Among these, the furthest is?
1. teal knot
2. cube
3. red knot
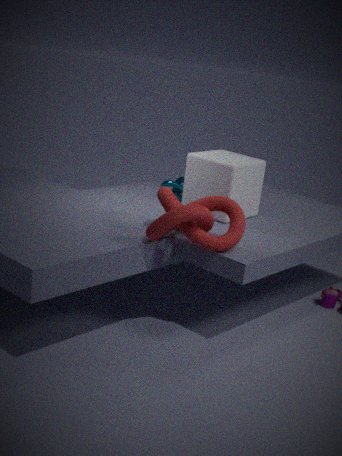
teal knot
